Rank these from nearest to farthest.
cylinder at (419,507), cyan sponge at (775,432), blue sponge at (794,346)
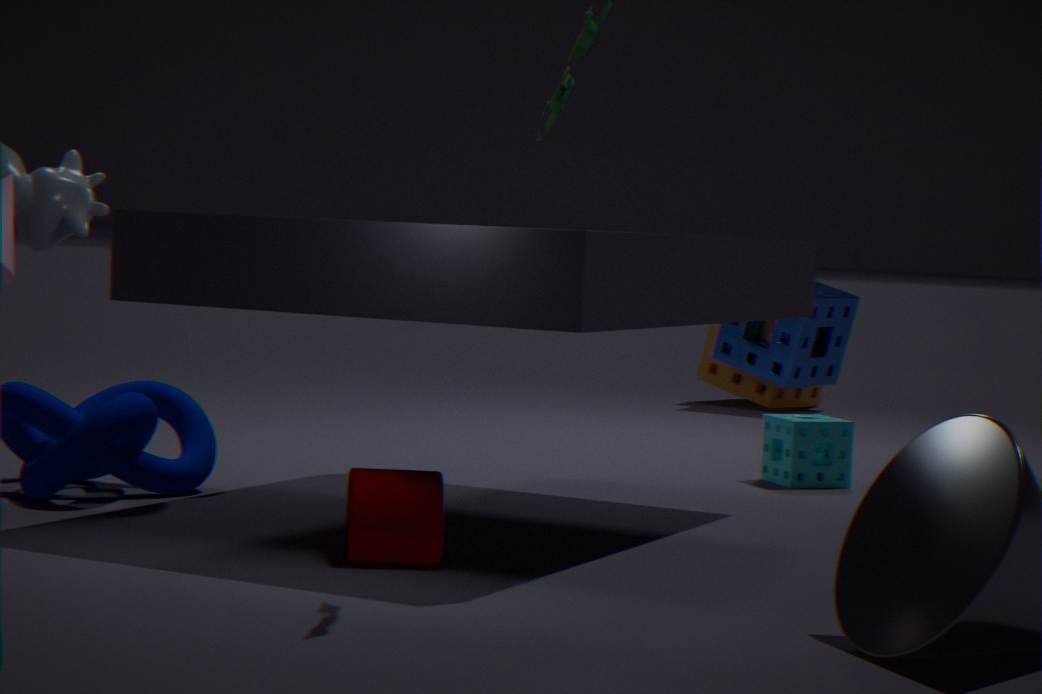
cylinder at (419,507) < cyan sponge at (775,432) < blue sponge at (794,346)
